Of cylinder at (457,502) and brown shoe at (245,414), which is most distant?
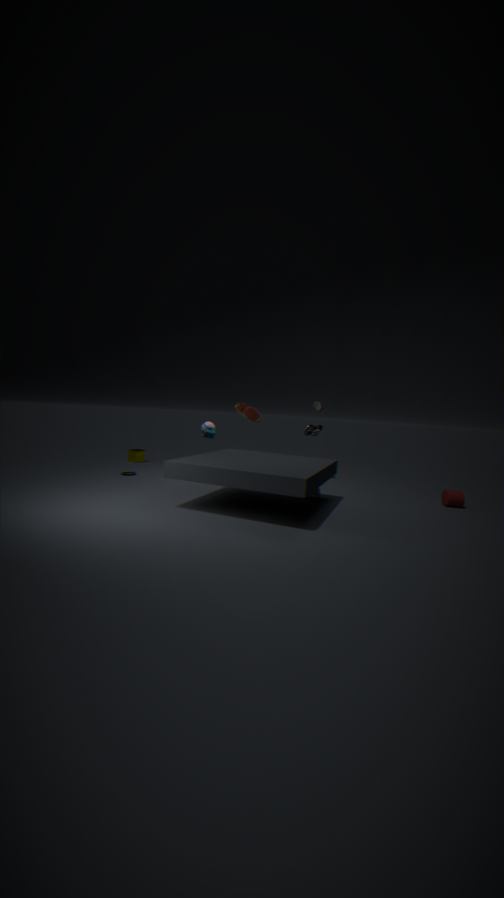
brown shoe at (245,414)
